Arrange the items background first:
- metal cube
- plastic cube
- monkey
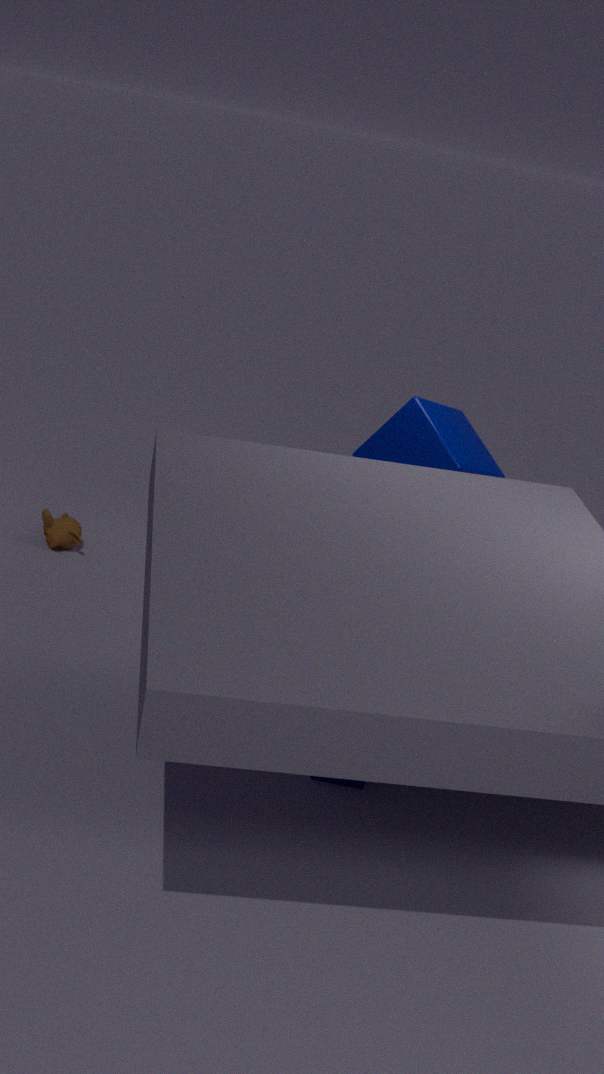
monkey, plastic cube, metal cube
